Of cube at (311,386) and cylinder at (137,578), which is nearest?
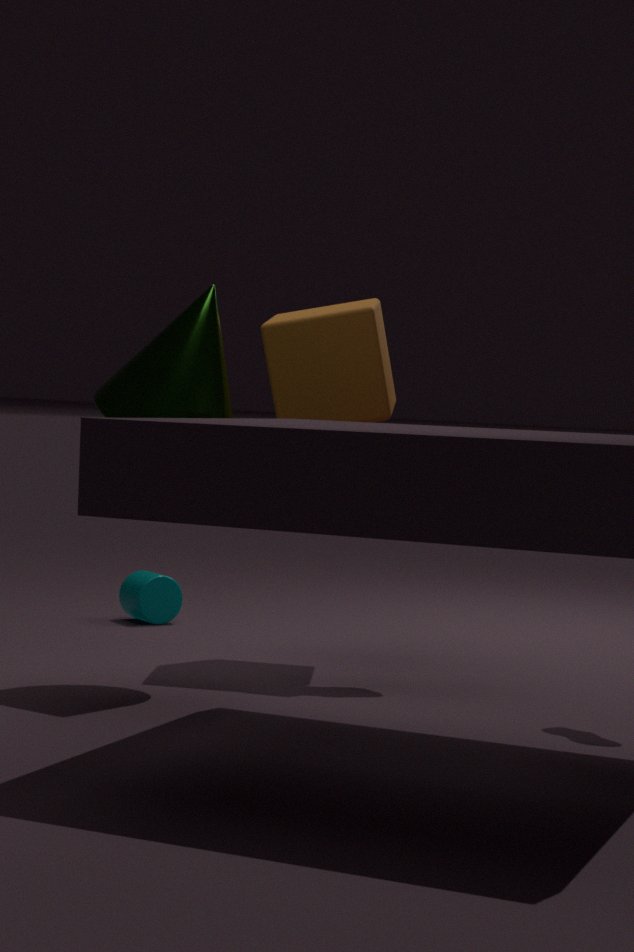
cube at (311,386)
